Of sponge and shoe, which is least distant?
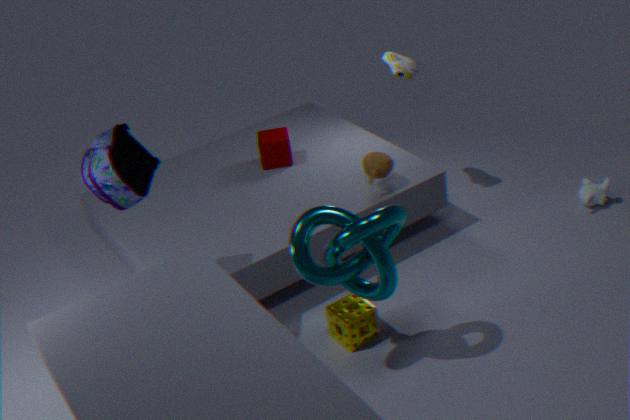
→ sponge
